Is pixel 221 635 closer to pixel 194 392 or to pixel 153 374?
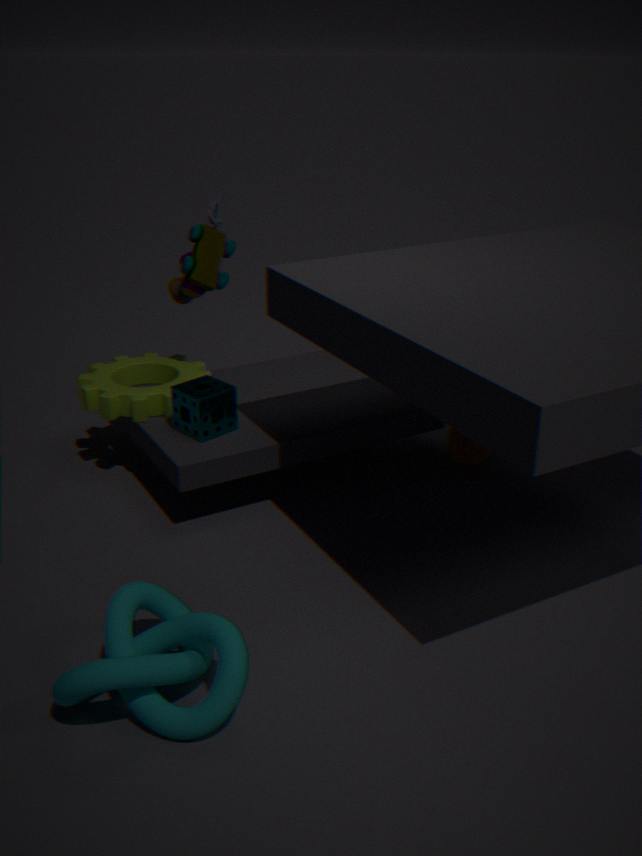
pixel 194 392
